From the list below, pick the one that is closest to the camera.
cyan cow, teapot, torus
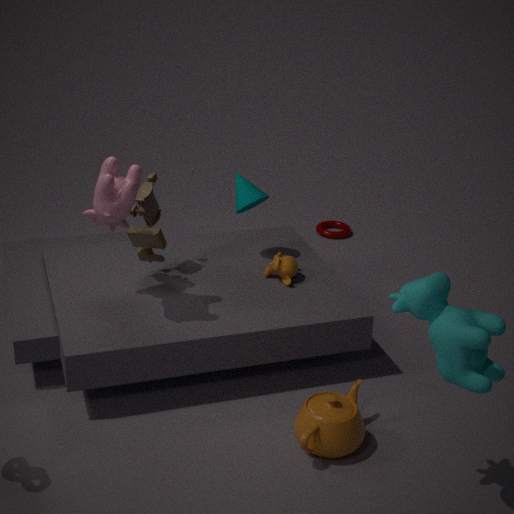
cyan cow
